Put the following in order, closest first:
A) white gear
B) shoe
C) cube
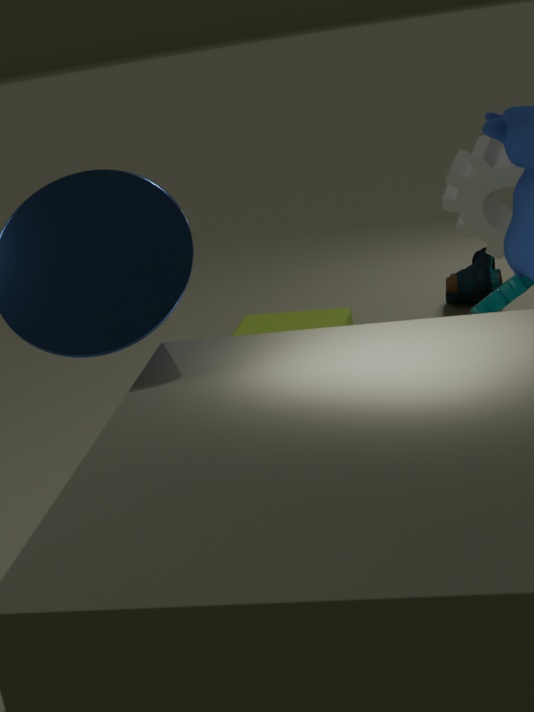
white gear → cube → shoe
